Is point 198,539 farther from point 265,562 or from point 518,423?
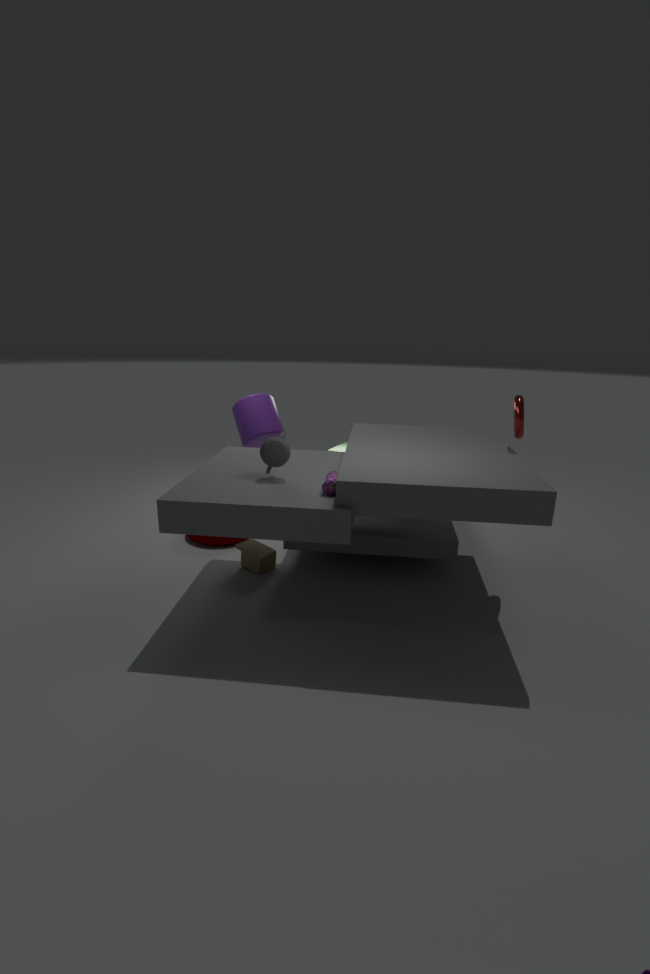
point 518,423
